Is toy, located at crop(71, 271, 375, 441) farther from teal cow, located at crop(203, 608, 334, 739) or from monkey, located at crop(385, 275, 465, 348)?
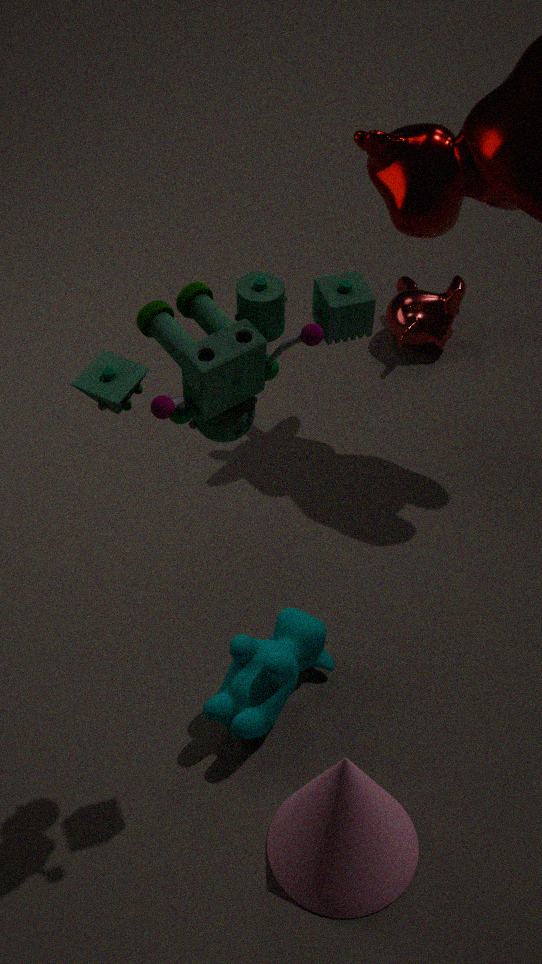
monkey, located at crop(385, 275, 465, 348)
